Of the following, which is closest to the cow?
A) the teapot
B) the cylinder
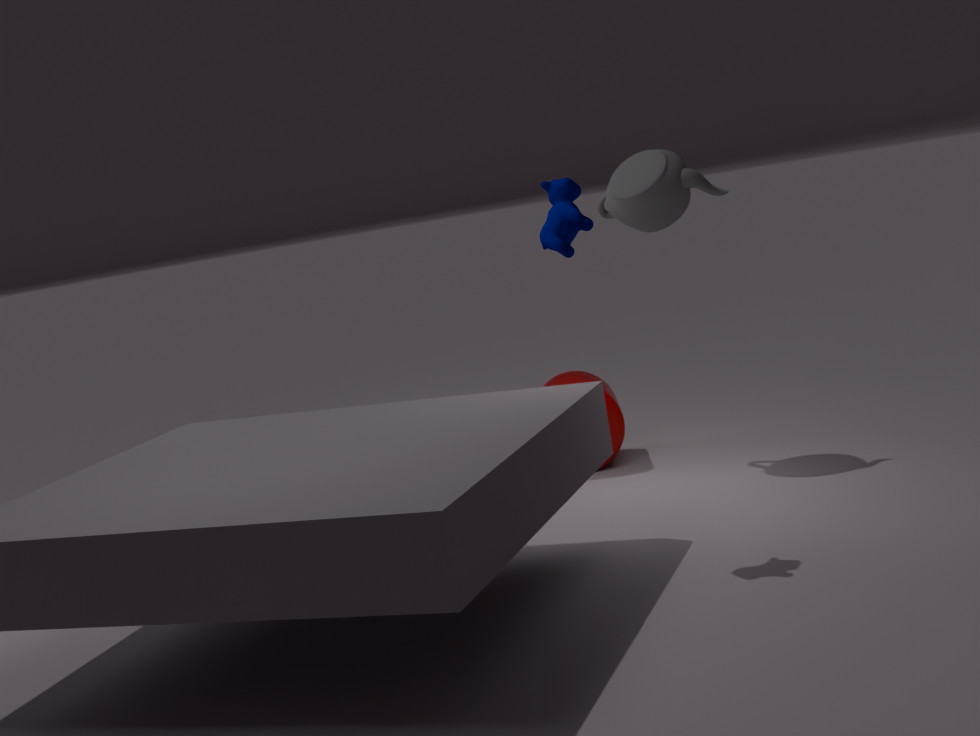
the teapot
